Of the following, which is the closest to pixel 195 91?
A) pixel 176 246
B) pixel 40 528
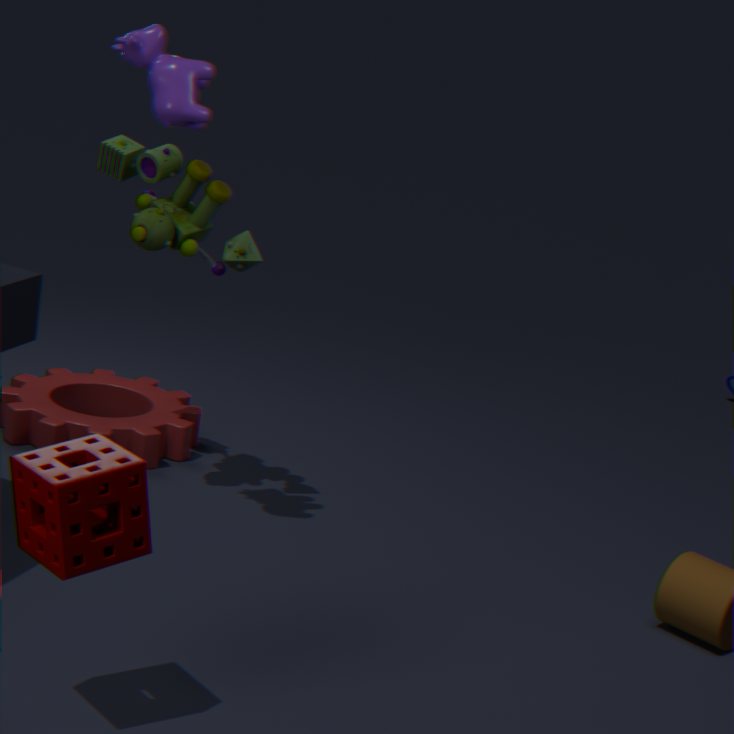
pixel 176 246
